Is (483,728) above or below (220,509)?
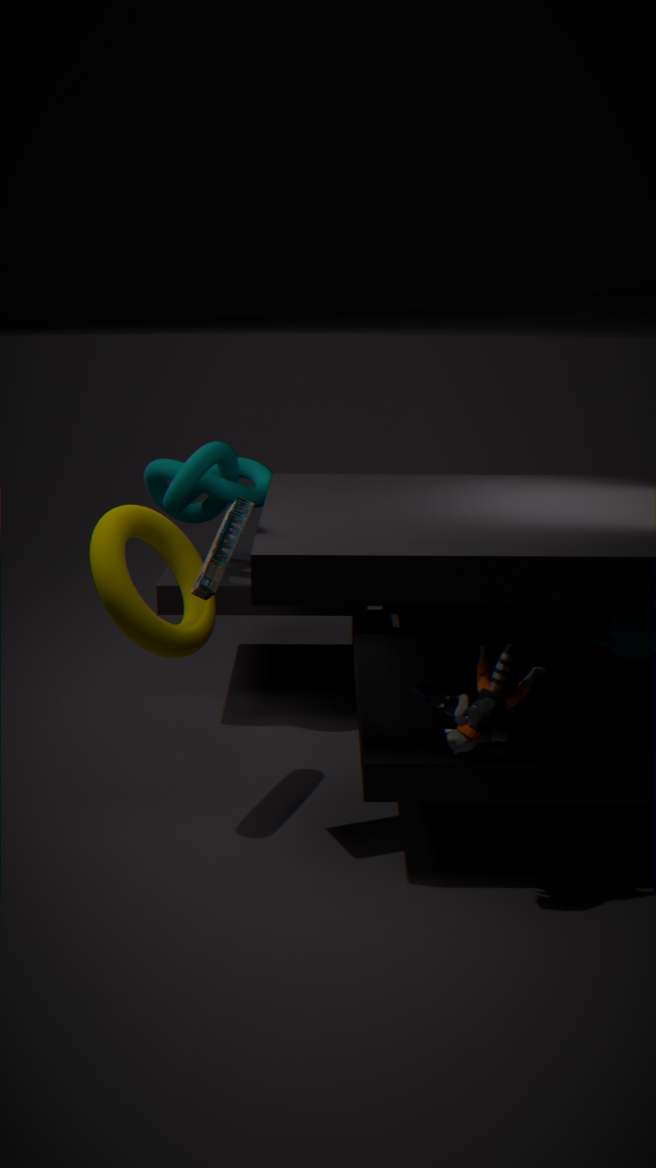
below
